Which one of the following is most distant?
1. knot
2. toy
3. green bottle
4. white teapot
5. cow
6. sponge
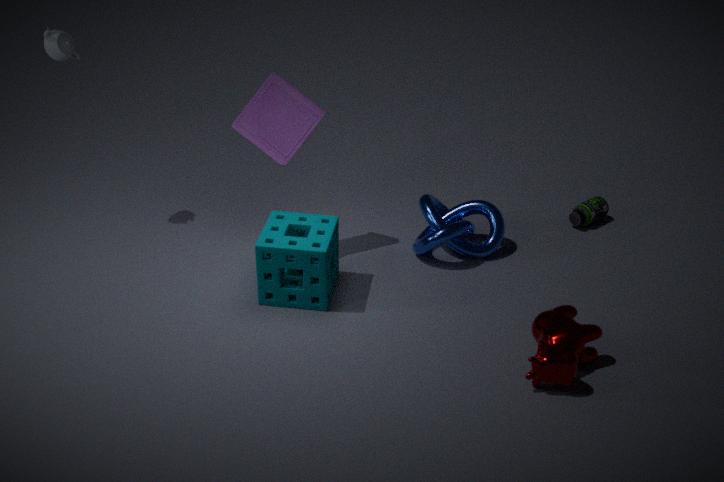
green bottle
